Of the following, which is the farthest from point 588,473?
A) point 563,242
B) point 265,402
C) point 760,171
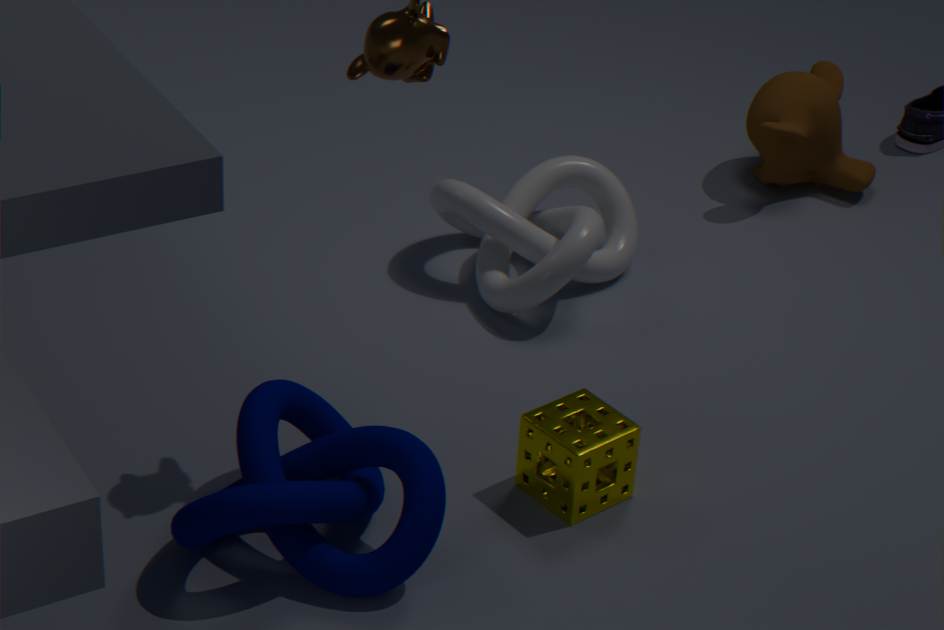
point 760,171
